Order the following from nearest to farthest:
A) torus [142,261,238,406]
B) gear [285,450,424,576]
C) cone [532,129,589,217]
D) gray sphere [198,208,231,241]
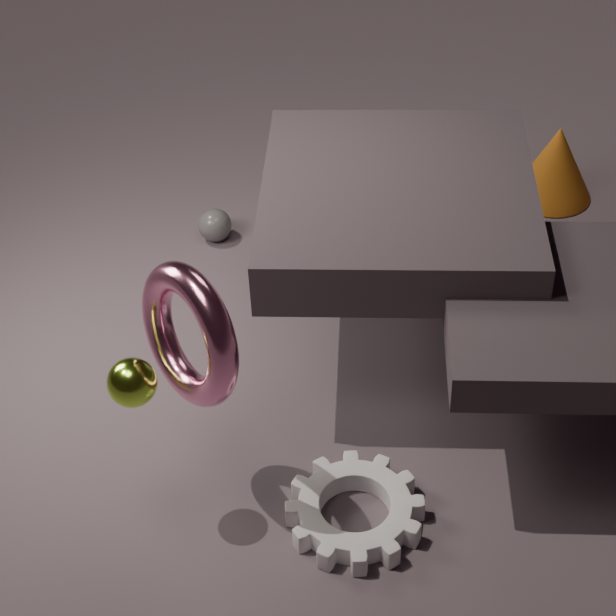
torus [142,261,238,406] < gear [285,450,424,576] < gray sphere [198,208,231,241] < cone [532,129,589,217]
